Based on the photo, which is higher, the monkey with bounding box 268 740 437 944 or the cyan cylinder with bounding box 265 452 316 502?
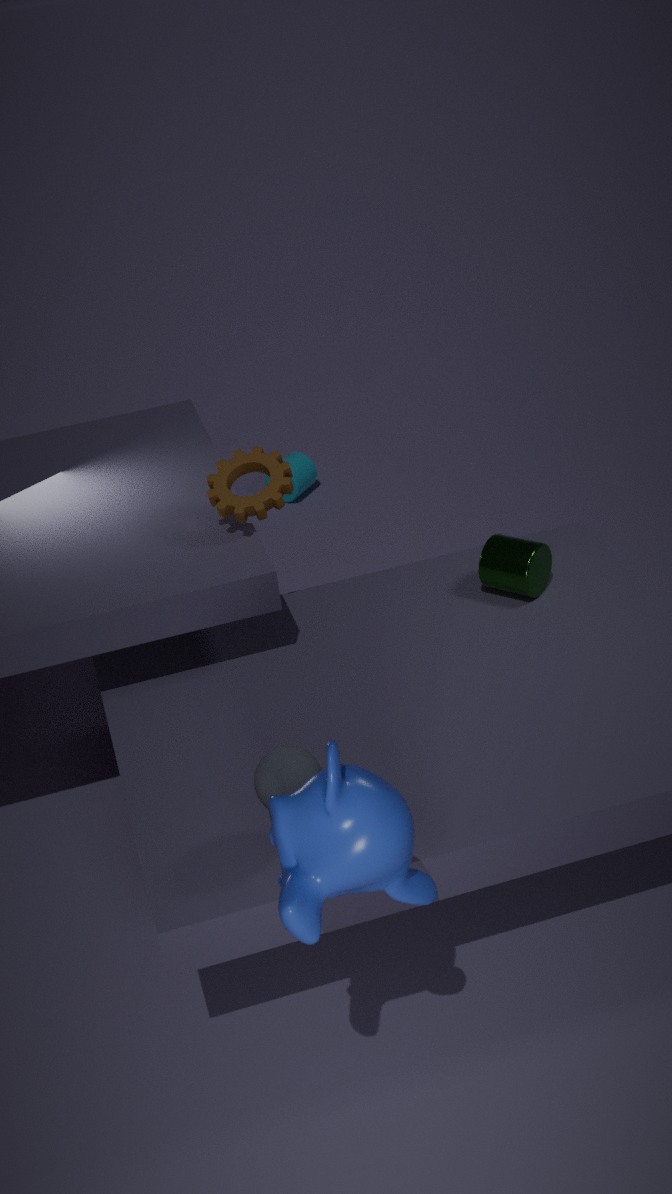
the monkey with bounding box 268 740 437 944
